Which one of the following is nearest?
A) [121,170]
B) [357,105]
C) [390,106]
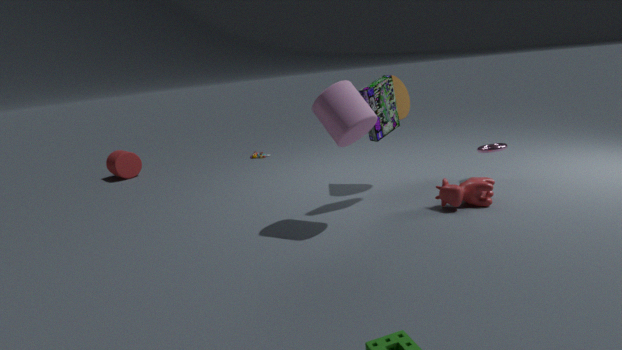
[357,105]
